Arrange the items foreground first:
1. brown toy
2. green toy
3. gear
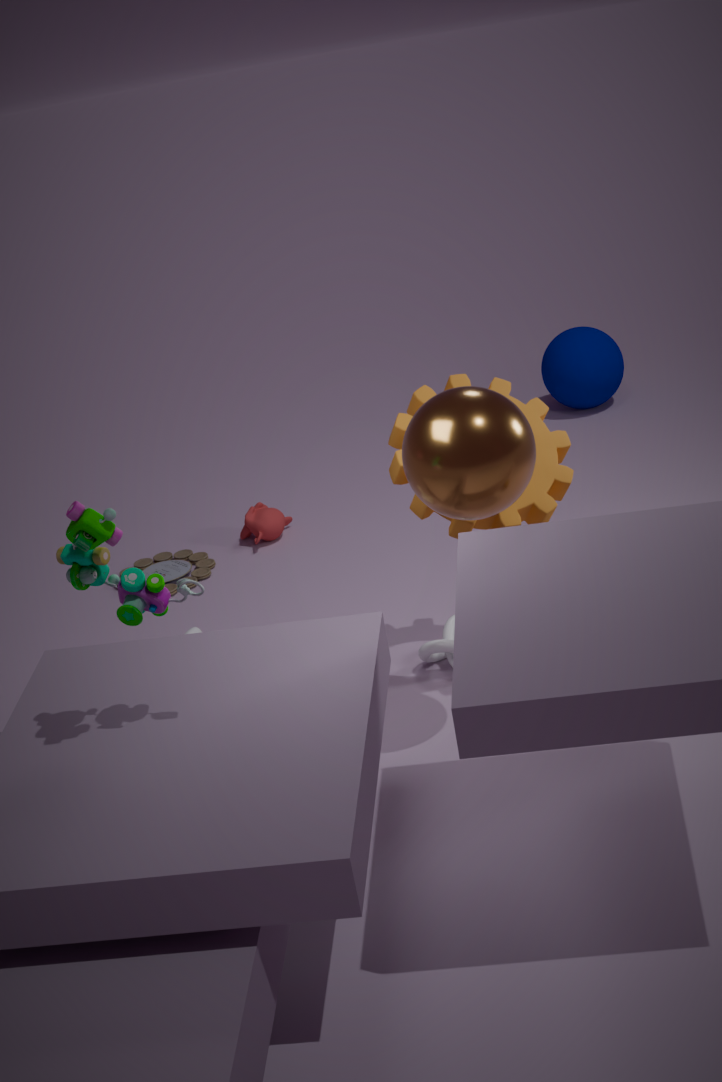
green toy
gear
brown toy
